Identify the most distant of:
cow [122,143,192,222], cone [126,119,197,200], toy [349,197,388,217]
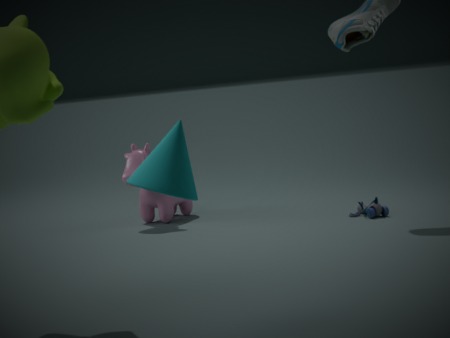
cow [122,143,192,222]
